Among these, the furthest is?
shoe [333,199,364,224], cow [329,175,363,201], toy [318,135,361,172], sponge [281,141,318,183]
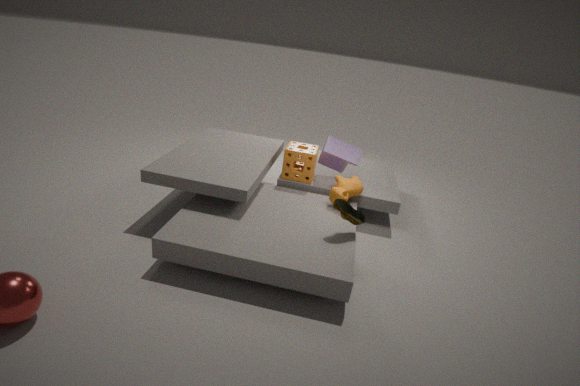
toy [318,135,361,172]
